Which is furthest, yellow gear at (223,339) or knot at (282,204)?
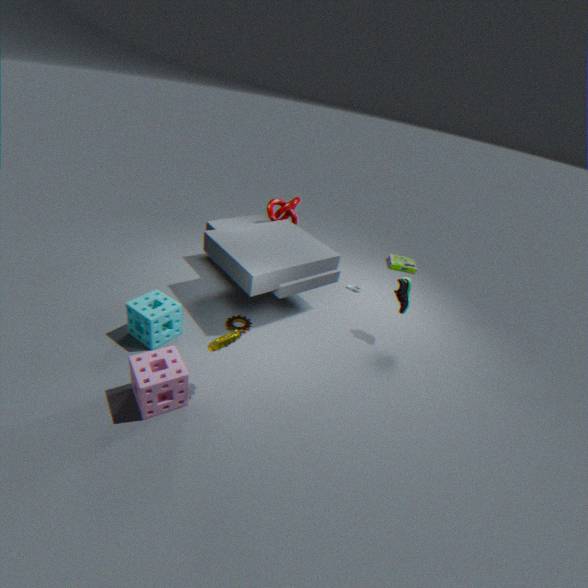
knot at (282,204)
